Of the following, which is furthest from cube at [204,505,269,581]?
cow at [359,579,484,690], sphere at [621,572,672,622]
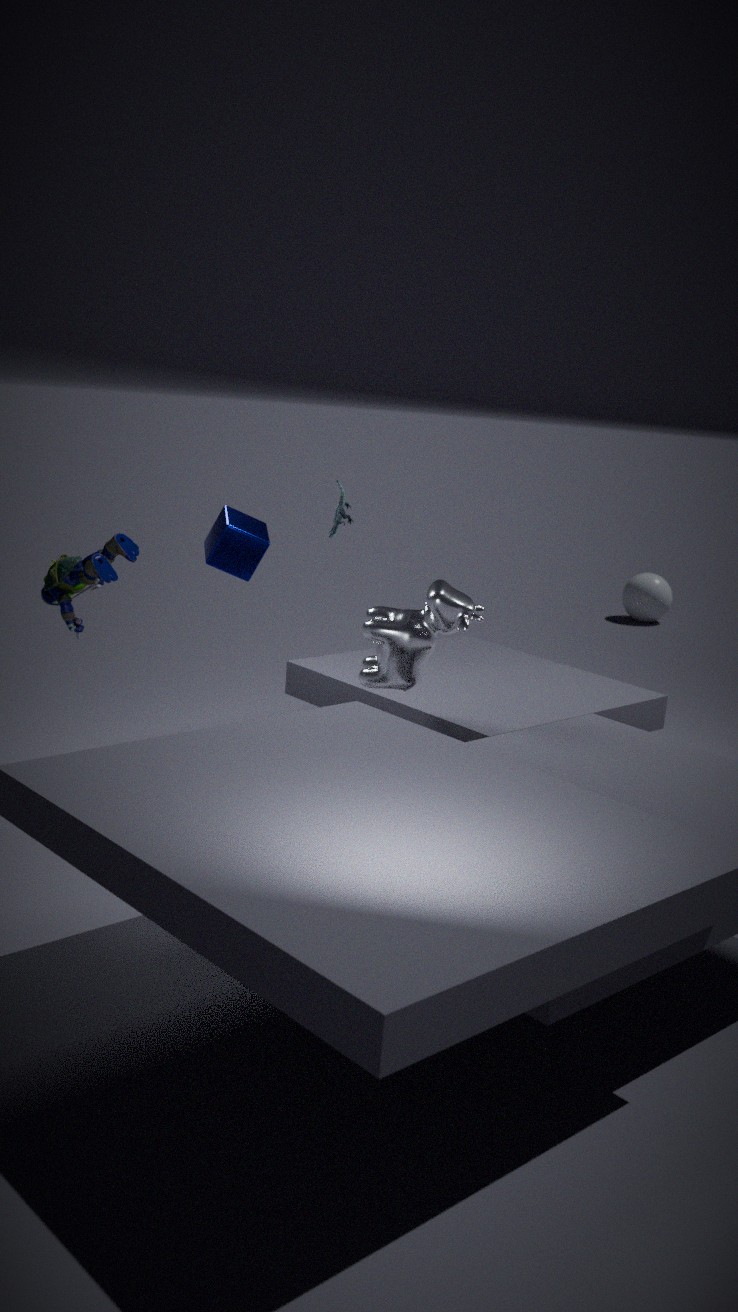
sphere at [621,572,672,622]
